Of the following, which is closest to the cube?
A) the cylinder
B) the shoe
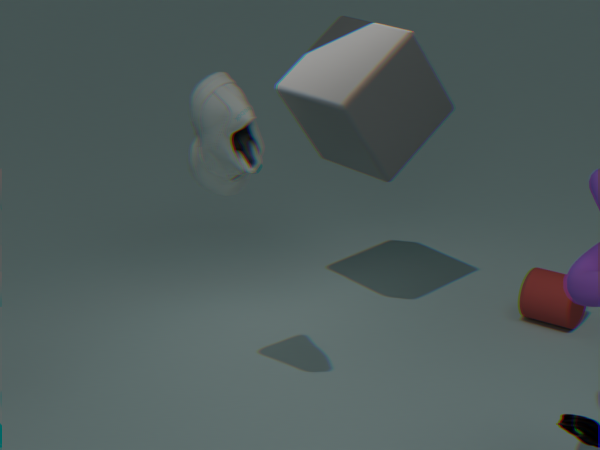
the shoe
